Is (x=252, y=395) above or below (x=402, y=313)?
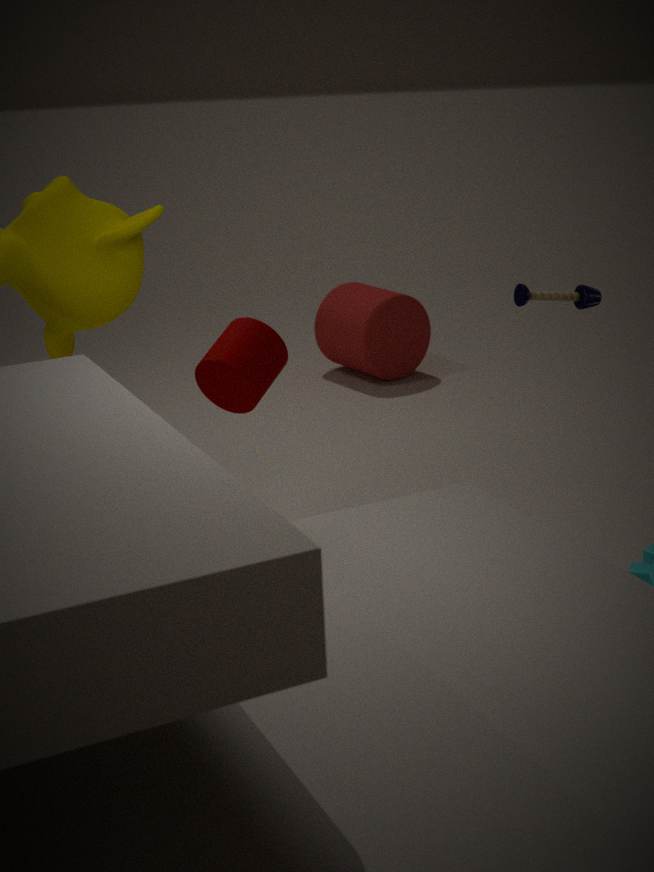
above
